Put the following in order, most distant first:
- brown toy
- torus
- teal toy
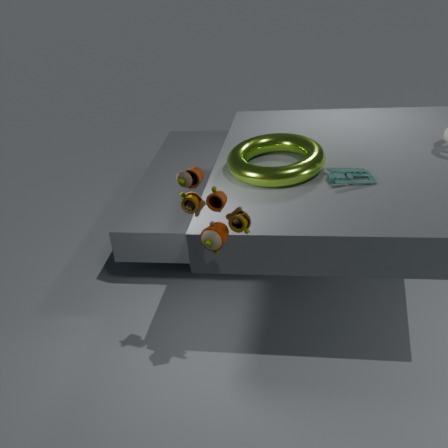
torus, teal toy, brown toy
